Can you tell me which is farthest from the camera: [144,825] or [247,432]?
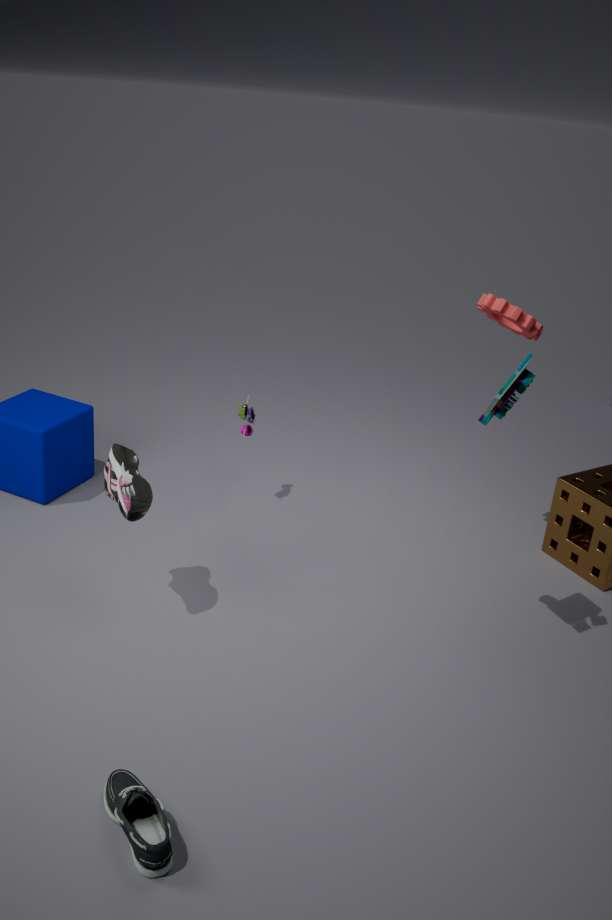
[247,432]
